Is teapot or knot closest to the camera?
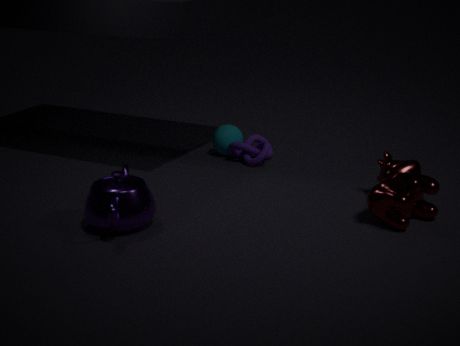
teapot
